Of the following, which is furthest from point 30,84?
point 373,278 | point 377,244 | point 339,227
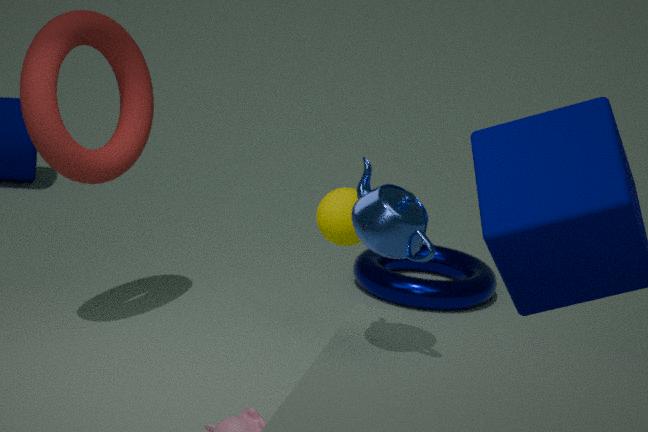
point 377,244
